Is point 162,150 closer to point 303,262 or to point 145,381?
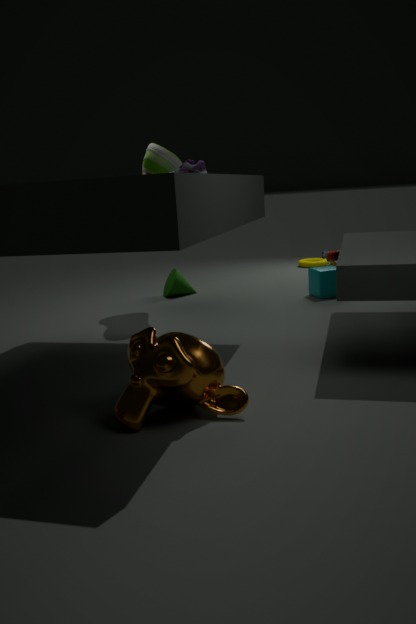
point 145,381
